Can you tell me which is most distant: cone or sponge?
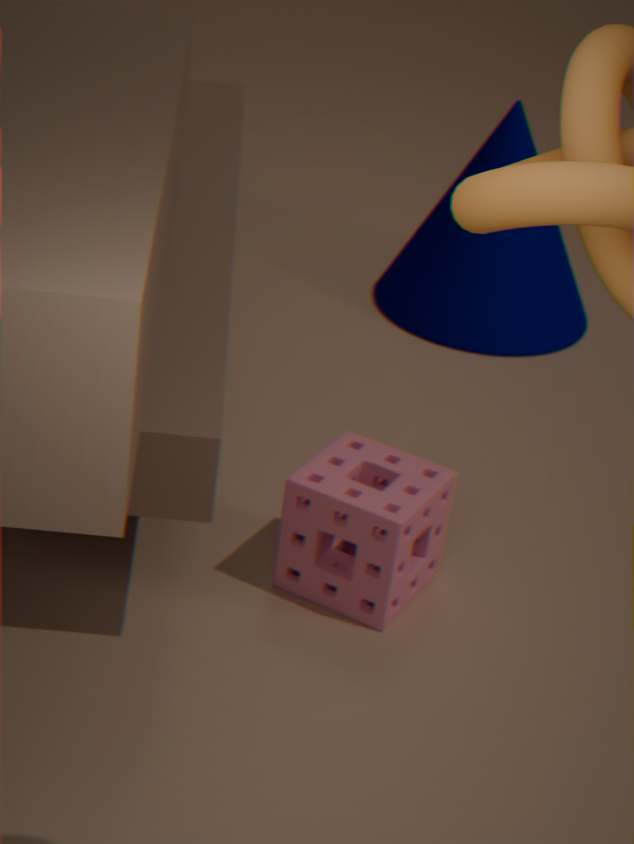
cone
